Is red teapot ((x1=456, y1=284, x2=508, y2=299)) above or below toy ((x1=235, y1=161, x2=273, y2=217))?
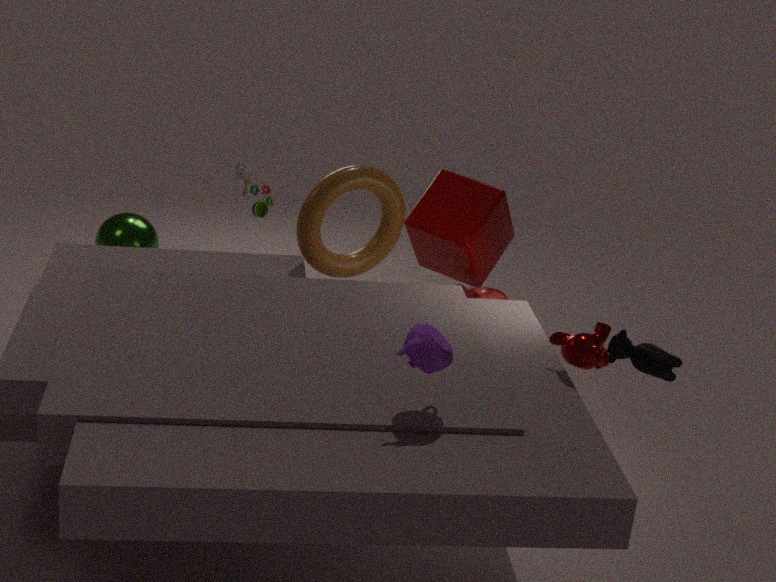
below
